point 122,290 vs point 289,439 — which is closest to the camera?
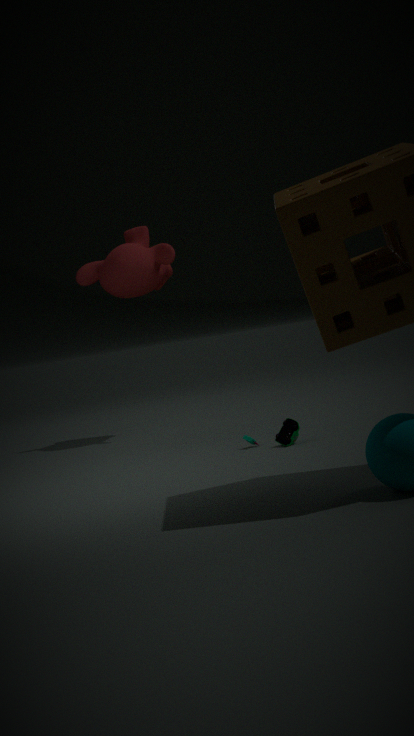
point 289,439
